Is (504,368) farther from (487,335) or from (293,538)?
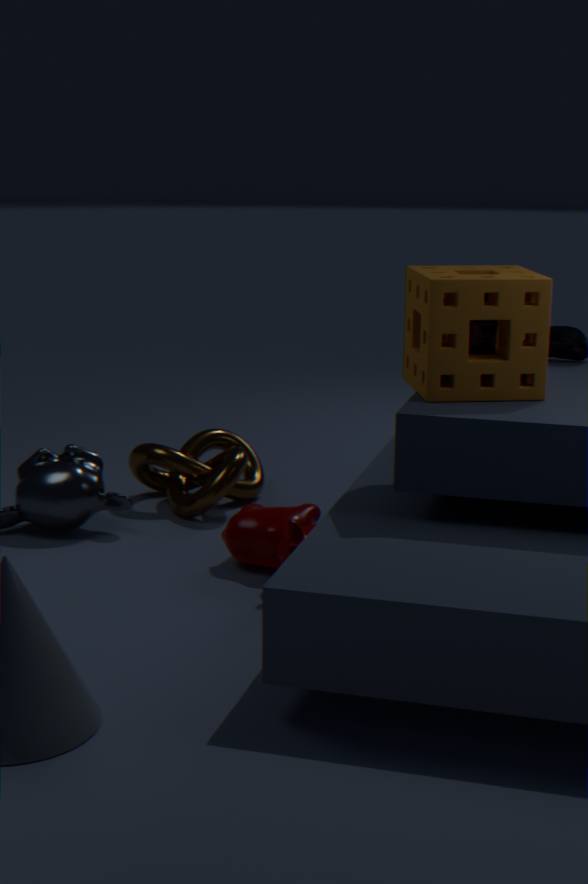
(293,538)
